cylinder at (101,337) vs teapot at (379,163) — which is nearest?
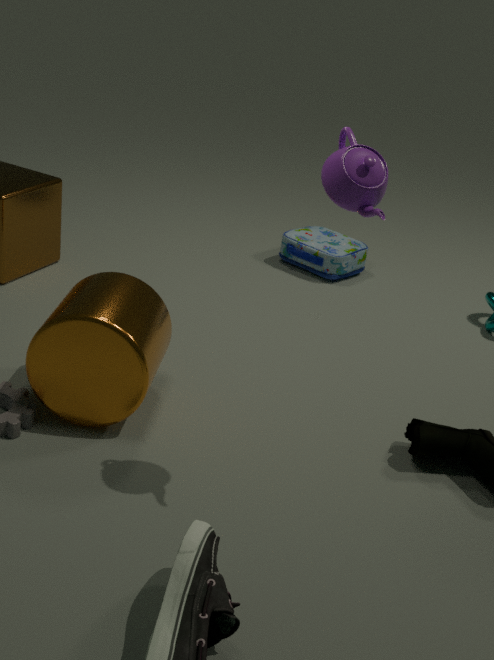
teapot at (379,163)
